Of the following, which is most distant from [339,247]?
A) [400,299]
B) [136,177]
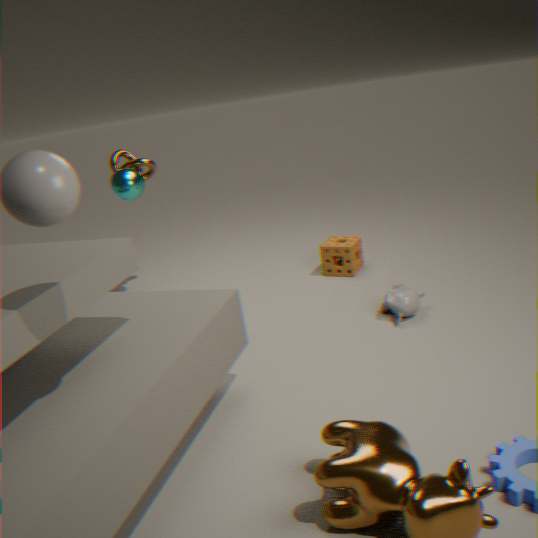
[136,177]
